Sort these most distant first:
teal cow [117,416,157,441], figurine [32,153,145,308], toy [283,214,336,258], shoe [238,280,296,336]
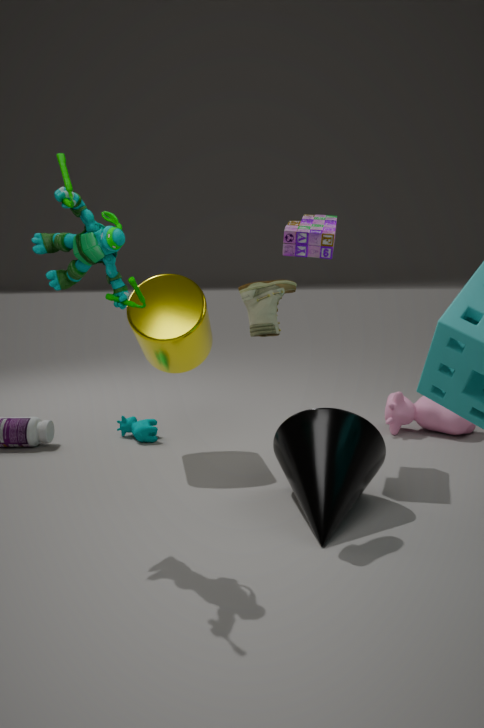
teal cow [117,416,157,441] < toy [283,214,336,258] < shoe [238,280,296,336] < figurine [32,153,145,308]
